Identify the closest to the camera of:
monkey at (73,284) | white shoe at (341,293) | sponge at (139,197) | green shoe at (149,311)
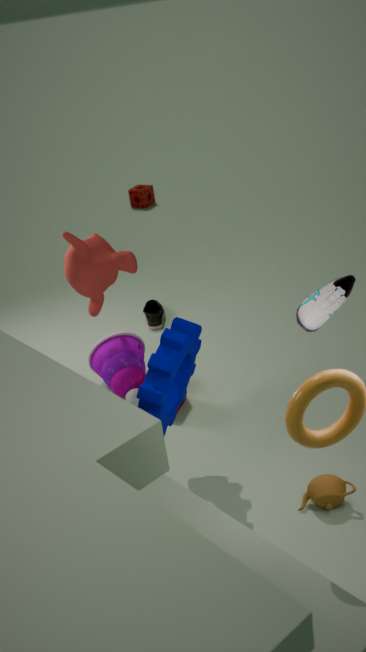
white shoe at (341,293)
